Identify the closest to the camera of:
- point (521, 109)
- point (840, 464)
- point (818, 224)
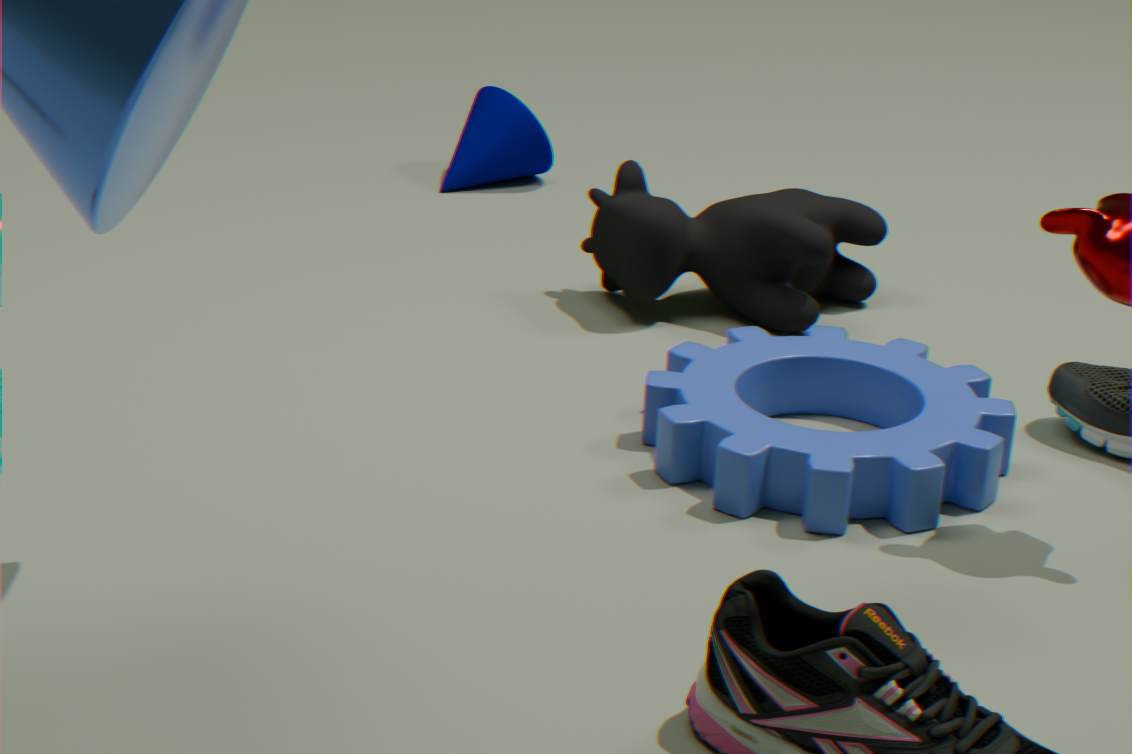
point (840, 464)
